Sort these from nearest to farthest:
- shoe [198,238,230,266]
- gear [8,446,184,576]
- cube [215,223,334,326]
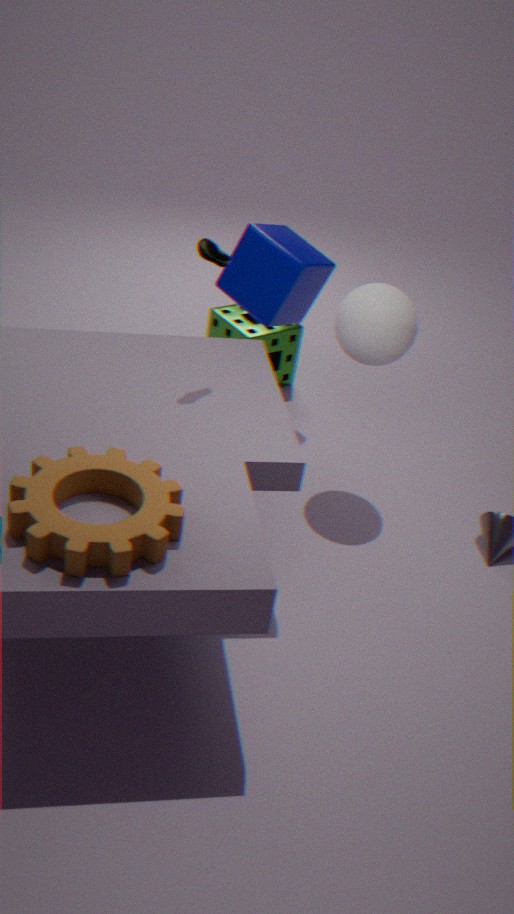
gear [8,446,184,576] → shoe [198,238,230,266] → cube [215,223,334,326]
